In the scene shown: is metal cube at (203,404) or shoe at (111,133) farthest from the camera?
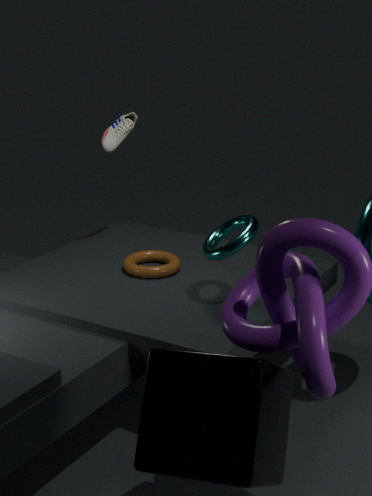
shoe at (111,133)
